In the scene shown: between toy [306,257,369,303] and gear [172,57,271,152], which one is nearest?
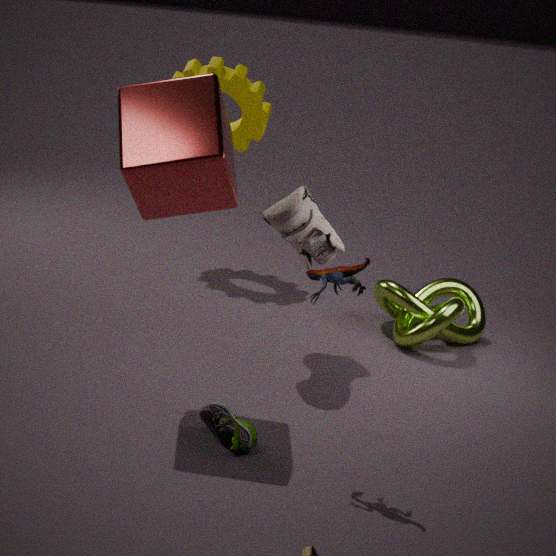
toy [306,257,369,303]
